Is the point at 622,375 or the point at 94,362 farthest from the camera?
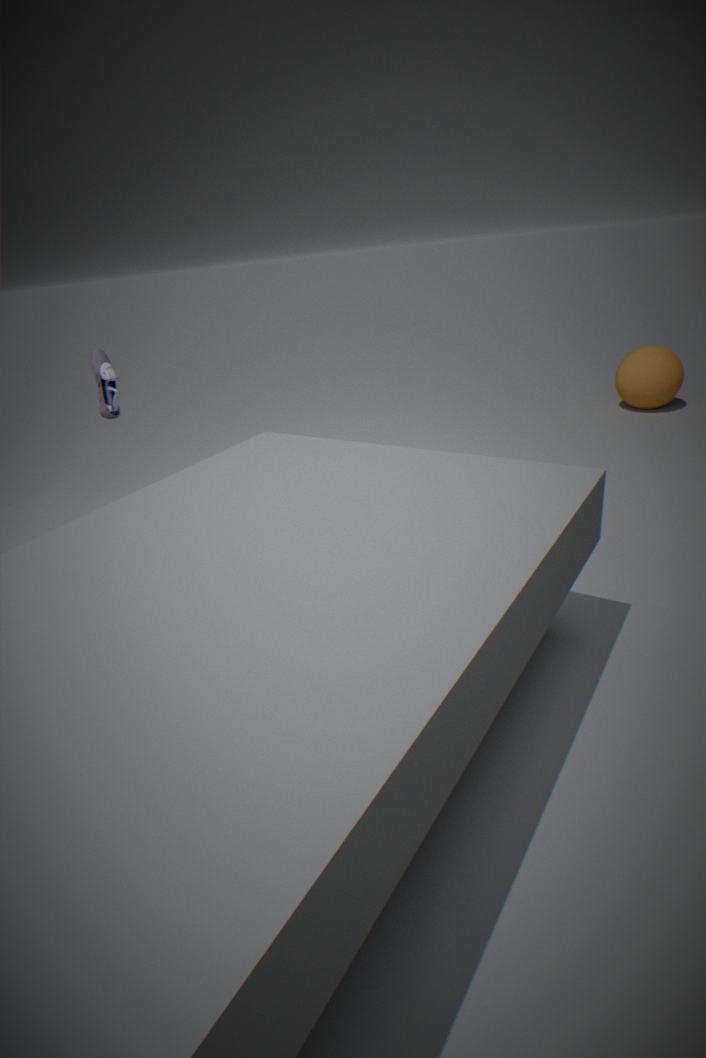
the point at 622,375
